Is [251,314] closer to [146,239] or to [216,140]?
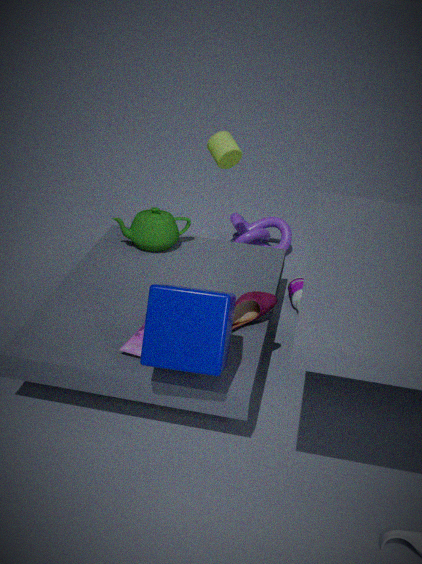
[146,239]
